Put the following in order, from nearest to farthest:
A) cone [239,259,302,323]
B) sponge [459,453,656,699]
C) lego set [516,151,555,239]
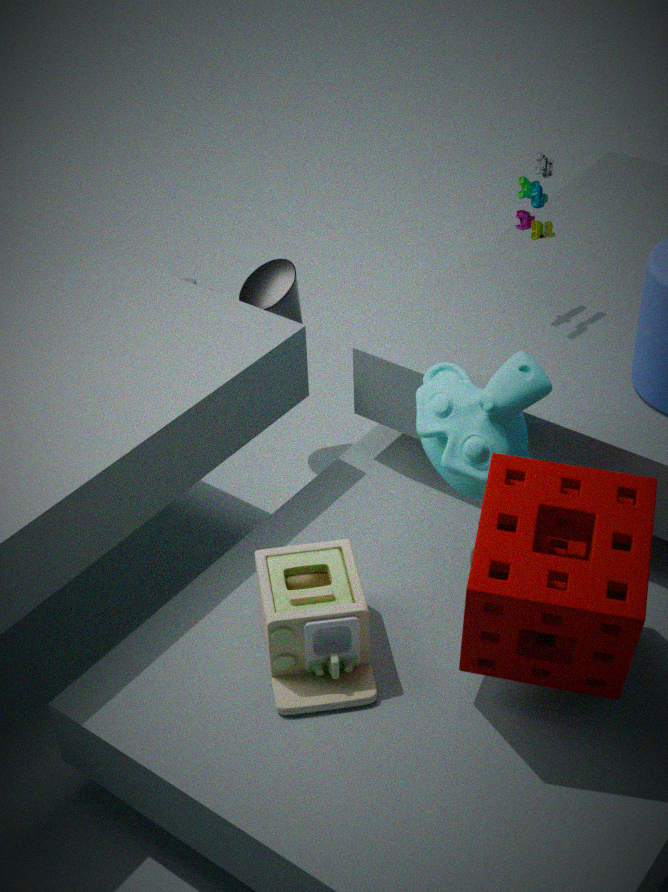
sponge [459,453,656,699] → lego set [516,151,555,239] → cone [239,259,302,323]
